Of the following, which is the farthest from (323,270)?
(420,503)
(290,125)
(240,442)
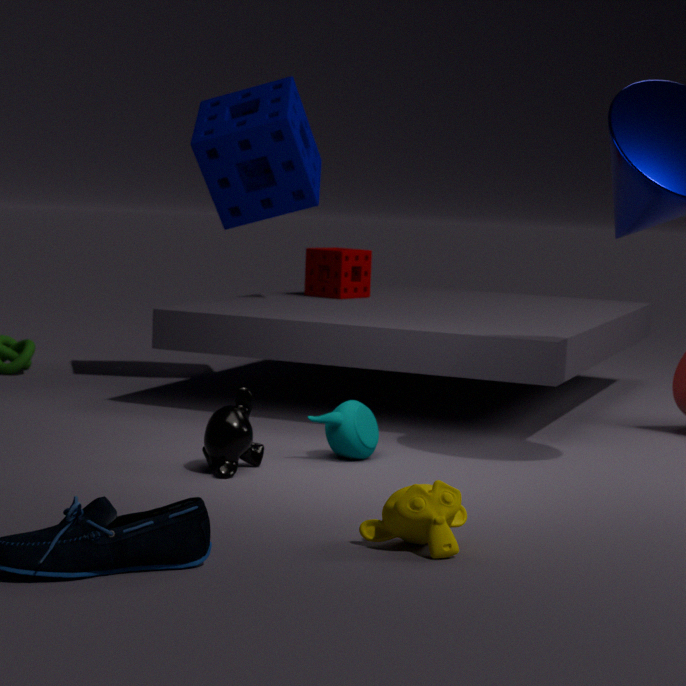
(420,503)
